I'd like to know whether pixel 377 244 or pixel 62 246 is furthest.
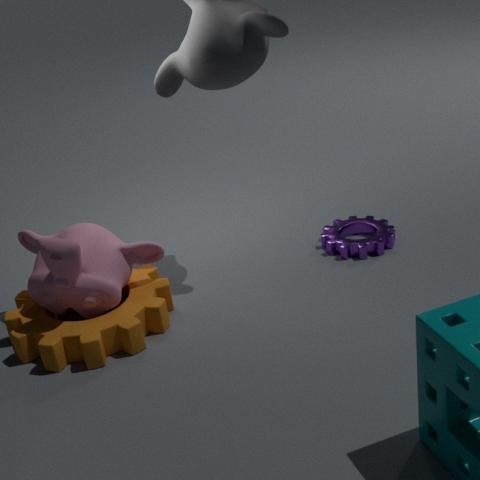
pixel 377 244
